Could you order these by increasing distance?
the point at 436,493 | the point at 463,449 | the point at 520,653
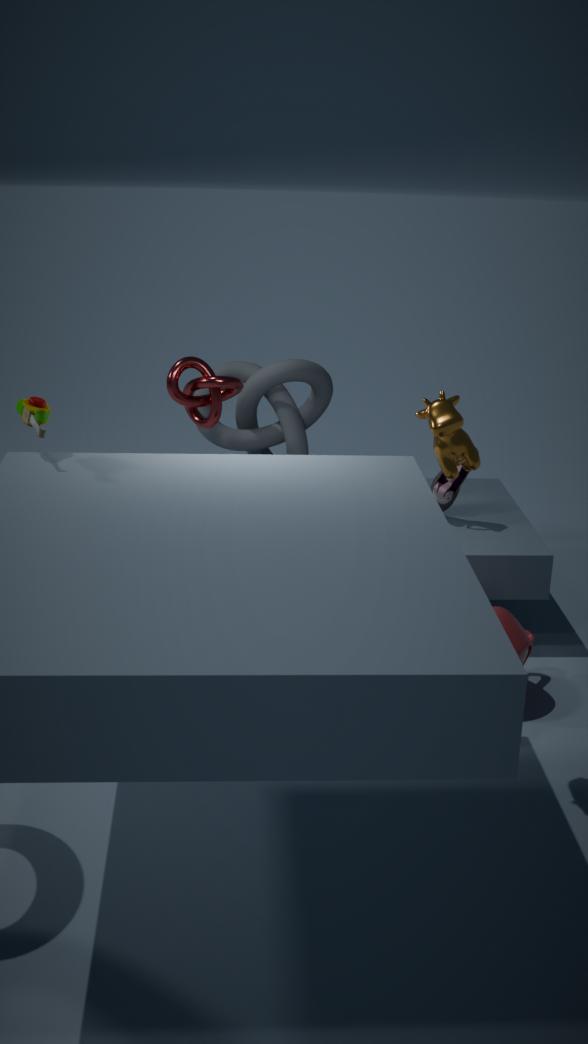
1. the point at 463,449
2. the point at 520,653
3. the point at 436,493
